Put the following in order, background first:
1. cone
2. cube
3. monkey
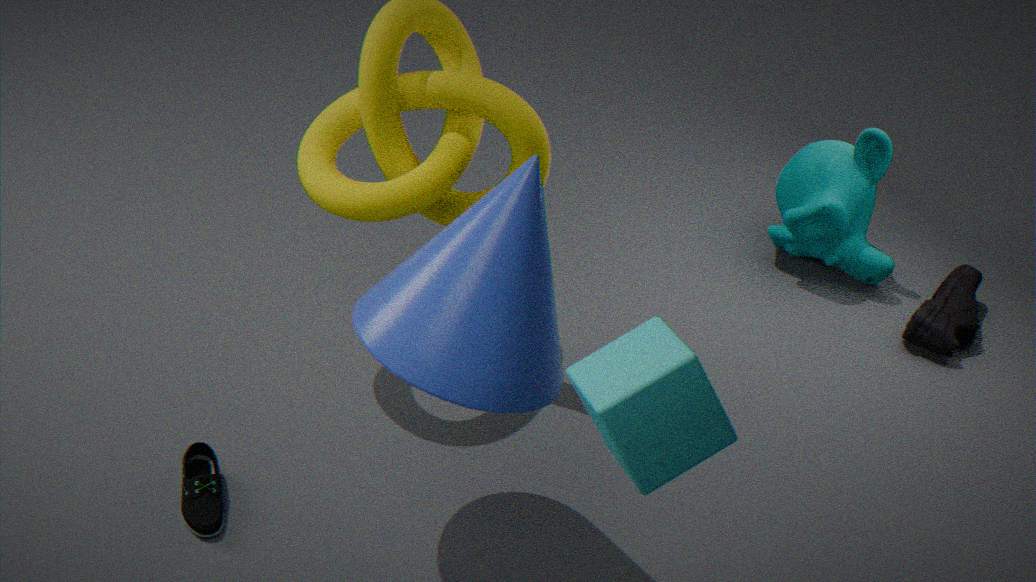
monkey < cone < cube
